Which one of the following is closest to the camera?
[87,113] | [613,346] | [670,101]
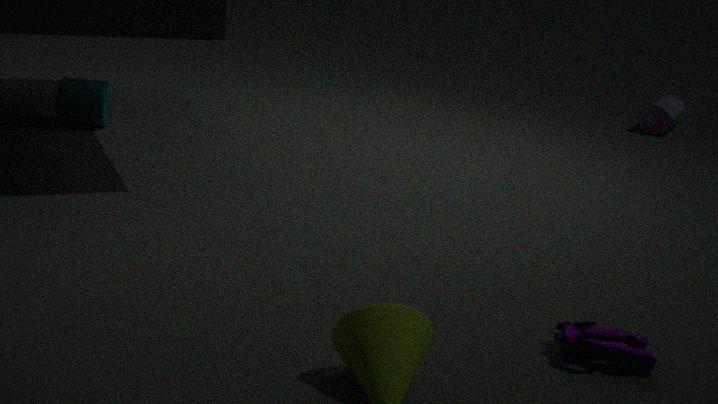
[613,346]
